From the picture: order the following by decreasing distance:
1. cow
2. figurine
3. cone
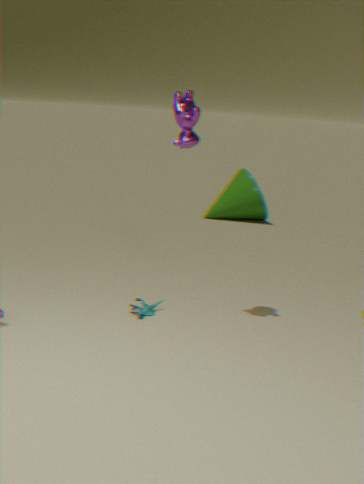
1. cone
2. figurine
3. cow
